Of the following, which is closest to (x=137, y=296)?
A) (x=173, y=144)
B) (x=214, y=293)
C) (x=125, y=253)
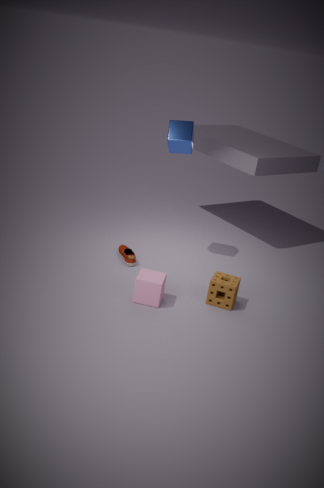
(x=214, y=293)
